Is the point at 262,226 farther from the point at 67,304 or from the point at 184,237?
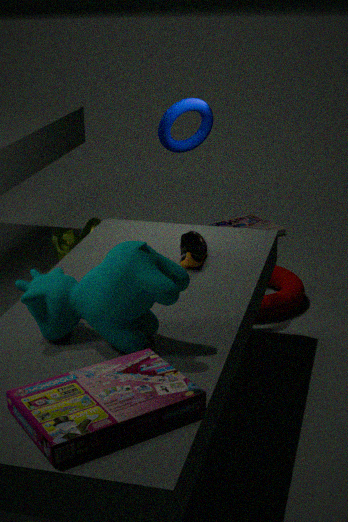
the point at 67,304
